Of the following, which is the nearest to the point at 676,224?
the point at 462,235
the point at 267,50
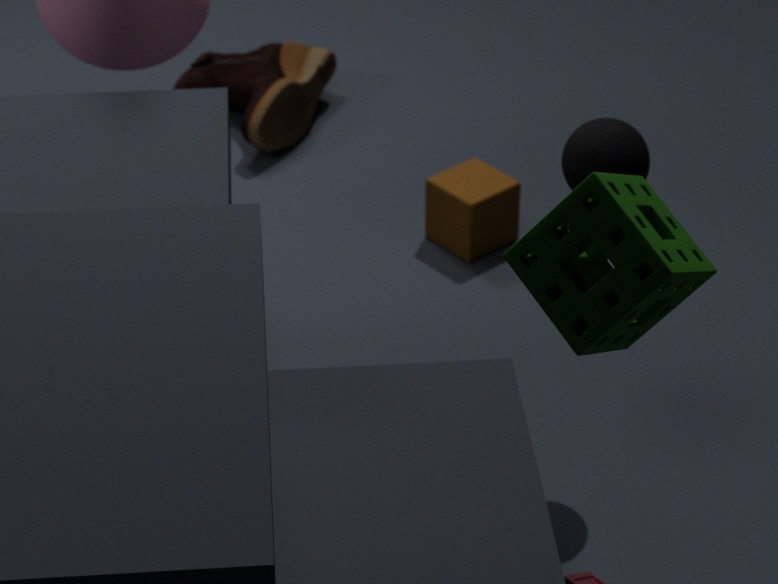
the point at 462,235
